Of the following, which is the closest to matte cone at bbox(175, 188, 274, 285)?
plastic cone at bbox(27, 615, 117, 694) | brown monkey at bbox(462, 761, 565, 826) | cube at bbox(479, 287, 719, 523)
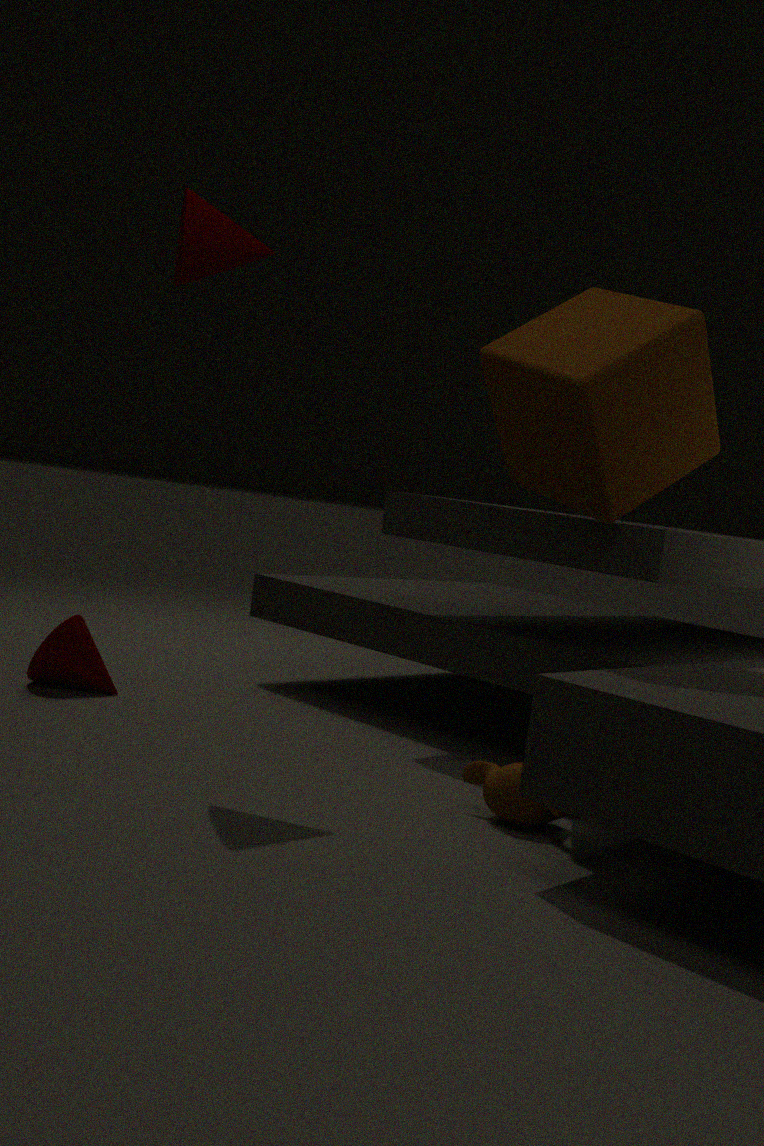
cube at bbox(479, 287, 719, 523)
